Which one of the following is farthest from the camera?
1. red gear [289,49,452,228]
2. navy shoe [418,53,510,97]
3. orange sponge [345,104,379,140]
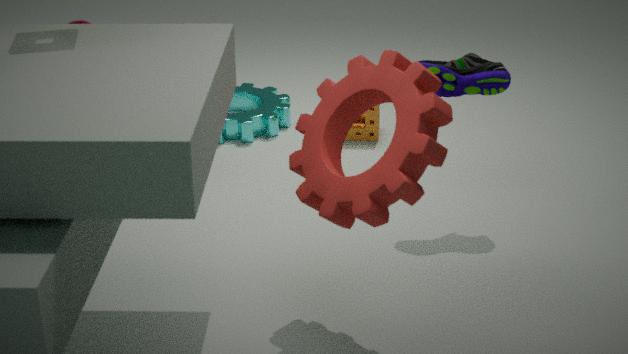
orange sponge [345,104,379,140]
